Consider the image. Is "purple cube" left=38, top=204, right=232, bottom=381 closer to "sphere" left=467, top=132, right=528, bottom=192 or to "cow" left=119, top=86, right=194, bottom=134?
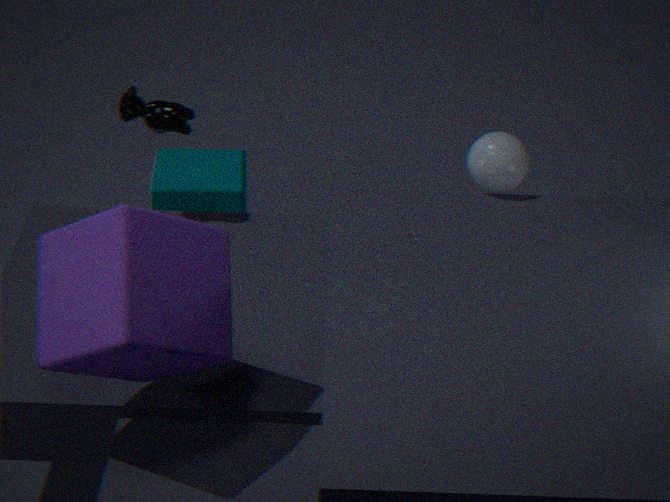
"cow" left=119, top=86, right=194, bottom=134
